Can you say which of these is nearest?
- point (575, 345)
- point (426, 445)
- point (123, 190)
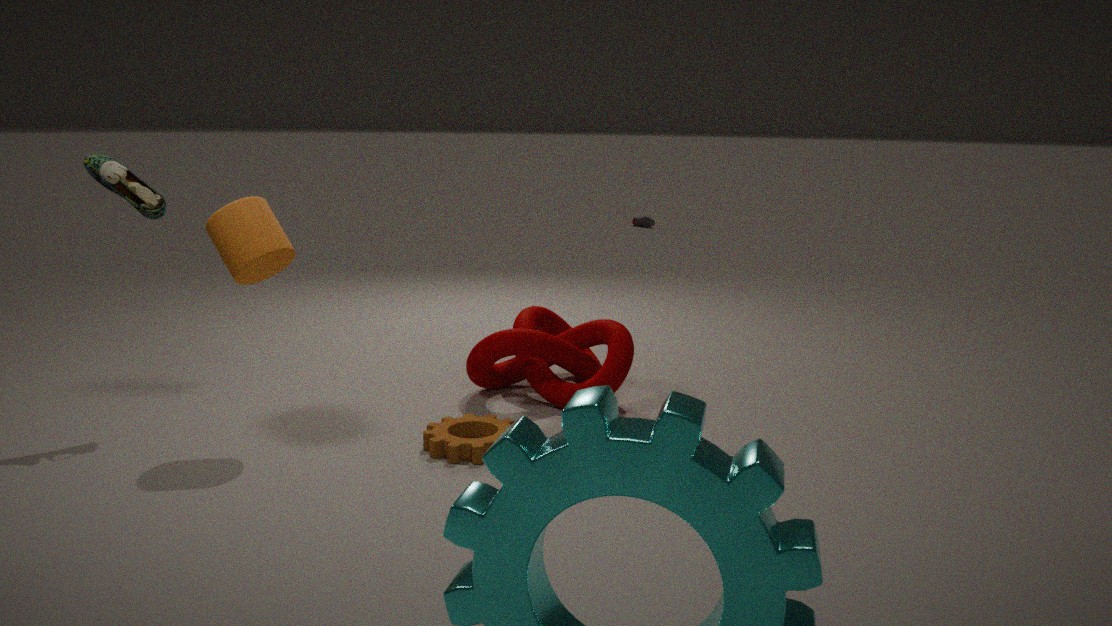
point (426, 445)
